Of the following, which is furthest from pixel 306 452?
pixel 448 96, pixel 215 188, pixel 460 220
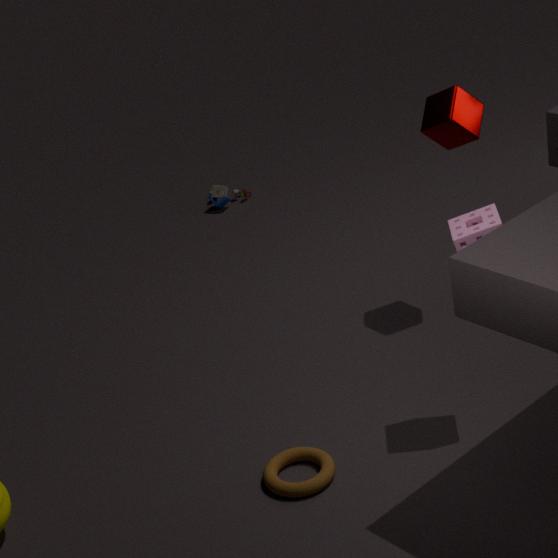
pixel 215 188
